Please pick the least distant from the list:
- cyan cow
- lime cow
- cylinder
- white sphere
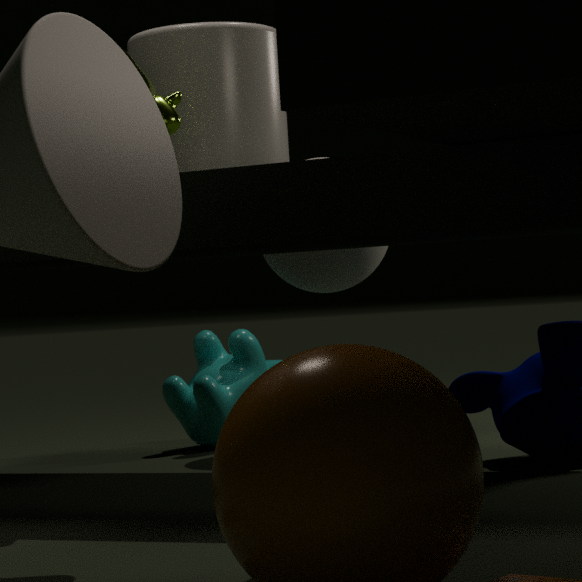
lime cow
